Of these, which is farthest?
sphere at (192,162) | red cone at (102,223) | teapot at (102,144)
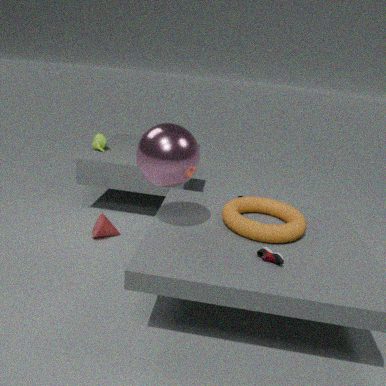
teapot at (102,144)
